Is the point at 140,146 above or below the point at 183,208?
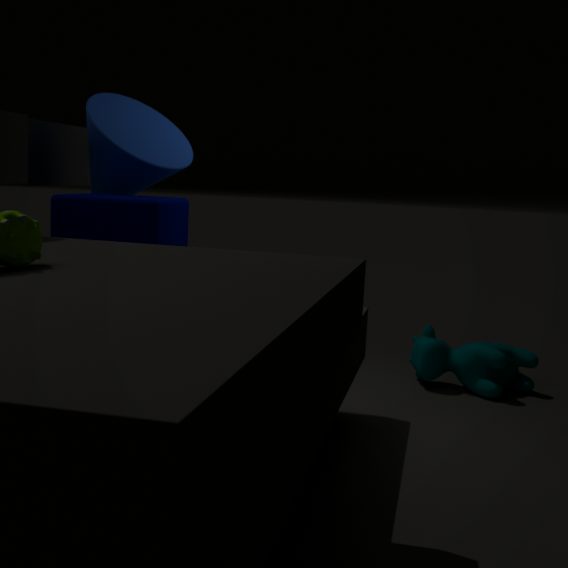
above
